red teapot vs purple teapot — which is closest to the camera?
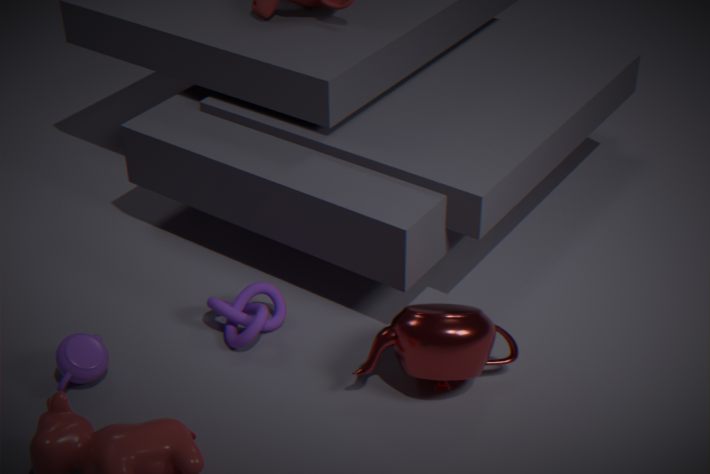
red teapot
